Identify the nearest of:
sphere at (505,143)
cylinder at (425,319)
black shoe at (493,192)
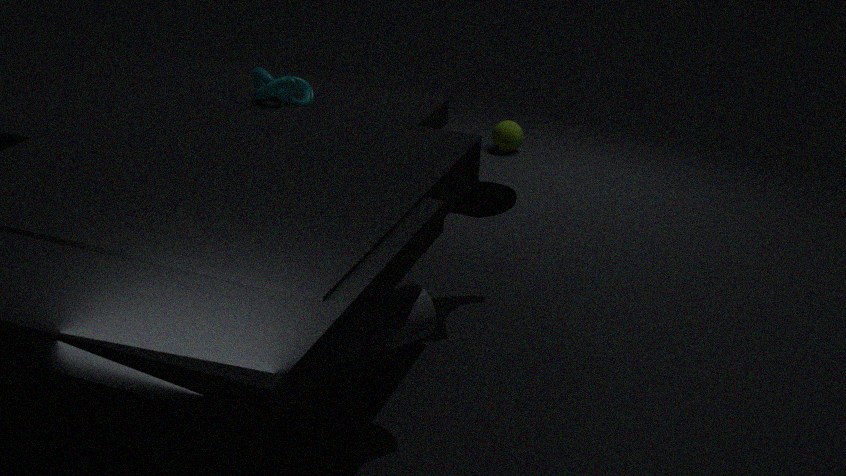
cylinder at (425,319)
